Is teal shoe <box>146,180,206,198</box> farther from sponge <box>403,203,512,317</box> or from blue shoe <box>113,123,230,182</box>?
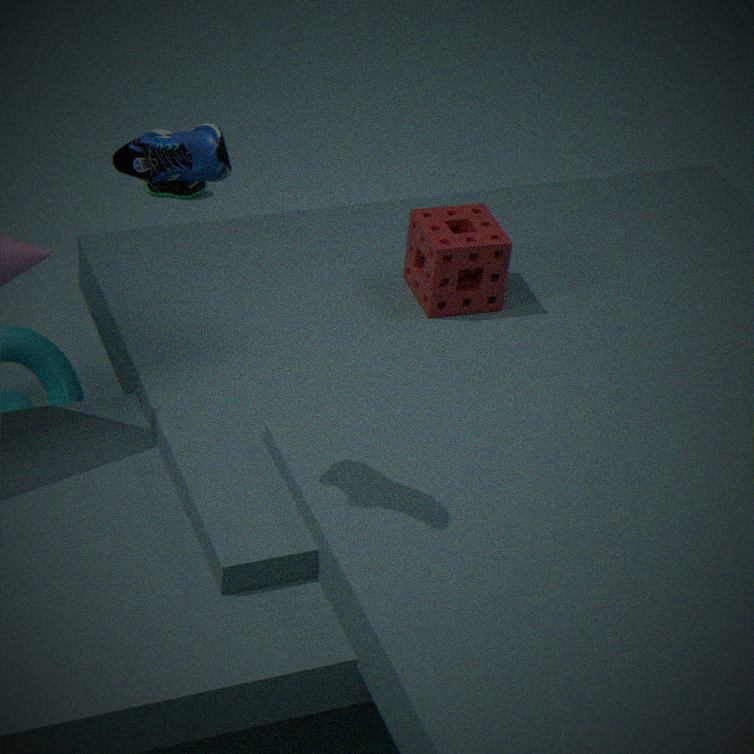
blue shoe <box>113,123,230,182</box>
